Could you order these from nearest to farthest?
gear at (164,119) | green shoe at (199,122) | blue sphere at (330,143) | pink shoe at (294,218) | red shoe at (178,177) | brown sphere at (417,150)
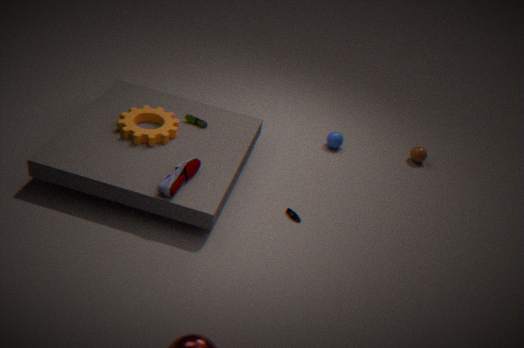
1. red shoe at (178,177)
2. pink shoe at (294,218)
3. gear at (164,119)
4. green shoe at (199,122)
5. blue sphere at (330,143)
6. brown sphere at (417,150)
